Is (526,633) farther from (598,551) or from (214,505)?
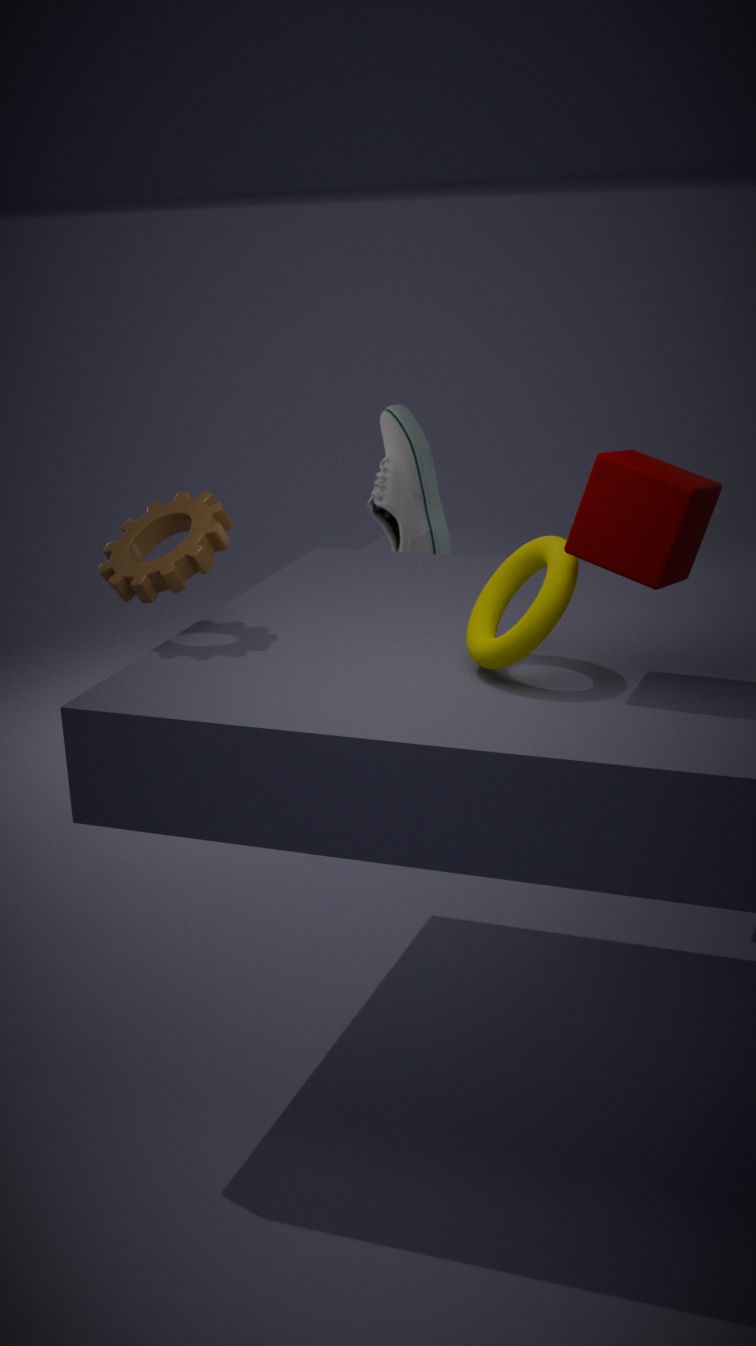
(214,505)
